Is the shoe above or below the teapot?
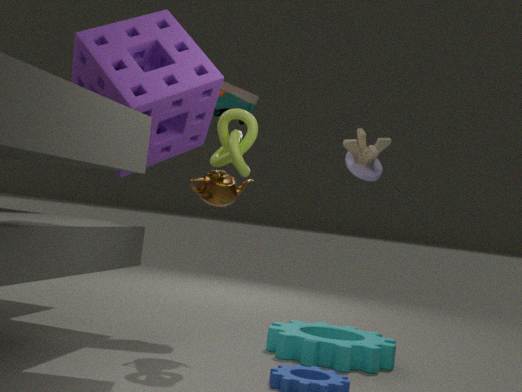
above
